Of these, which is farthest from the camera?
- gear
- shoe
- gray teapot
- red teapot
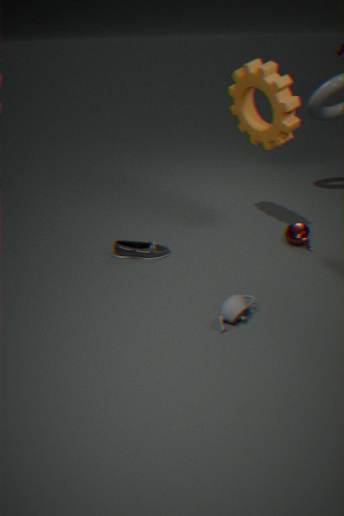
red teapot
